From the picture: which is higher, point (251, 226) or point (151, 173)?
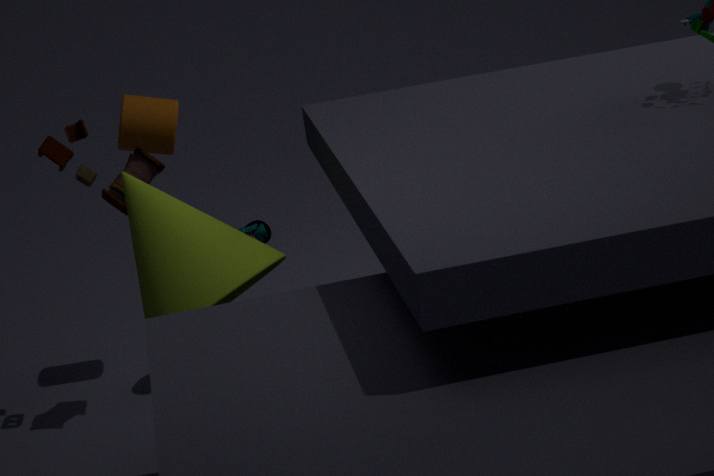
point (151, 173)
